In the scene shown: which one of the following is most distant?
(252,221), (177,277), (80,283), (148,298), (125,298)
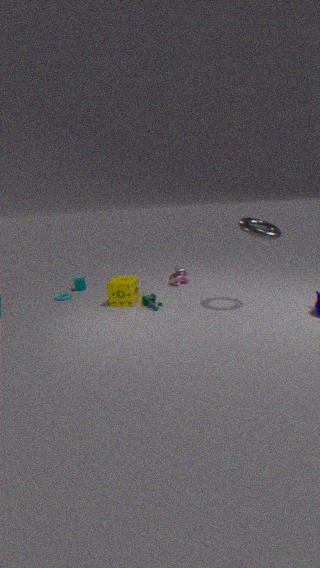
(80,283)
